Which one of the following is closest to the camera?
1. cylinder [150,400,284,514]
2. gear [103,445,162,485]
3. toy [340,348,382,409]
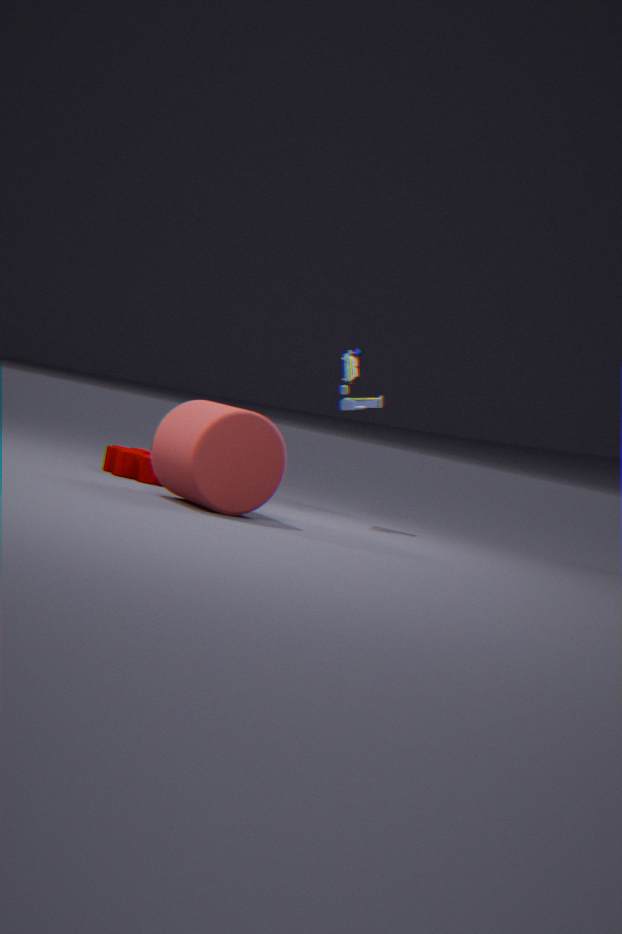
cylinder [150,400,284,514]
